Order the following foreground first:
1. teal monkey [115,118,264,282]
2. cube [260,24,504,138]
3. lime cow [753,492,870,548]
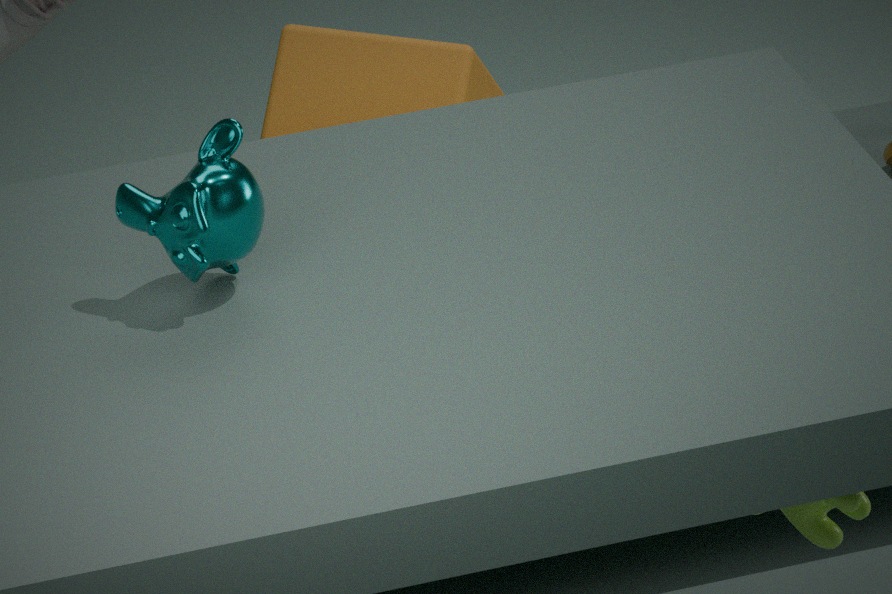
lime cow [753,492,870,548]
teal monkey [115,118,264,282]
cube [260,24,504,138]
